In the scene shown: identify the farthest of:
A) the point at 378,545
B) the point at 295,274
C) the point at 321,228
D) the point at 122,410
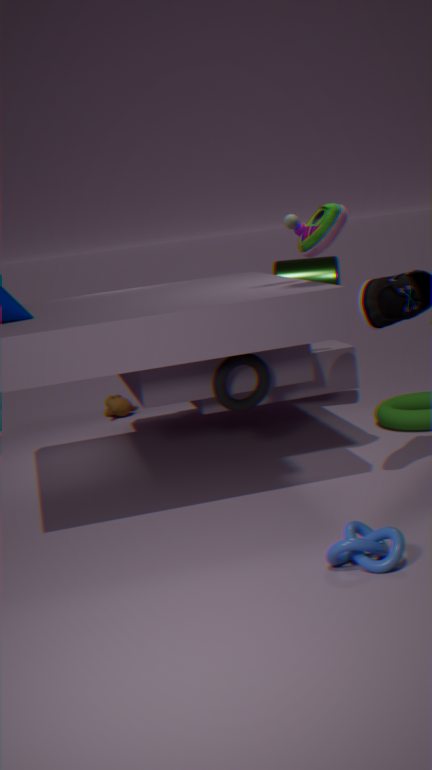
D. the point at 122,410
